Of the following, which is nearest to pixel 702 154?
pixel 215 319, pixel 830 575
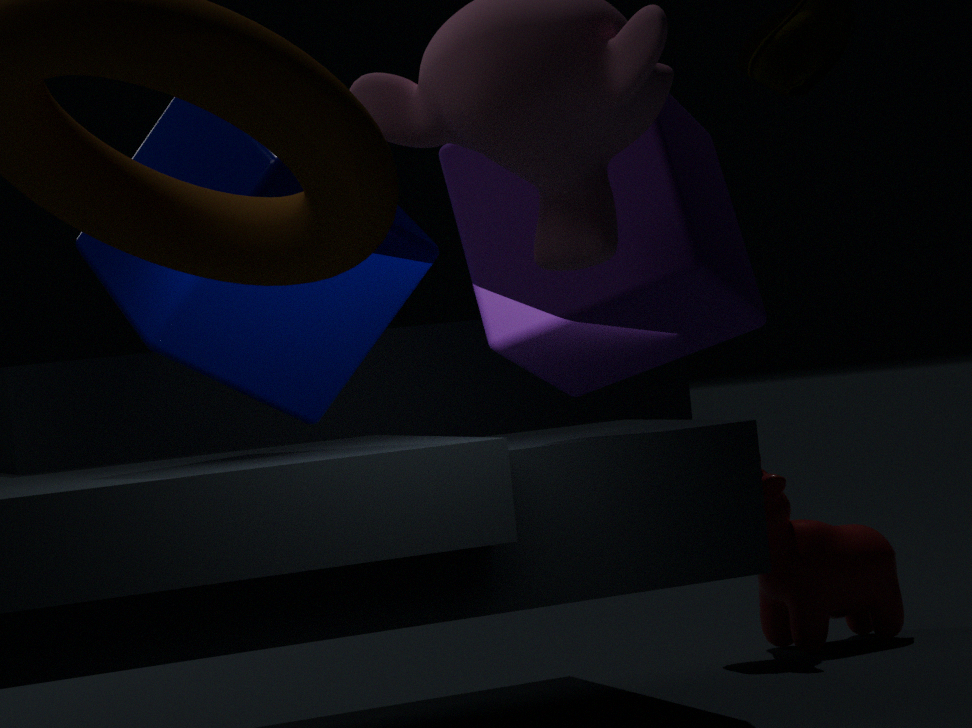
pixel 215 319
